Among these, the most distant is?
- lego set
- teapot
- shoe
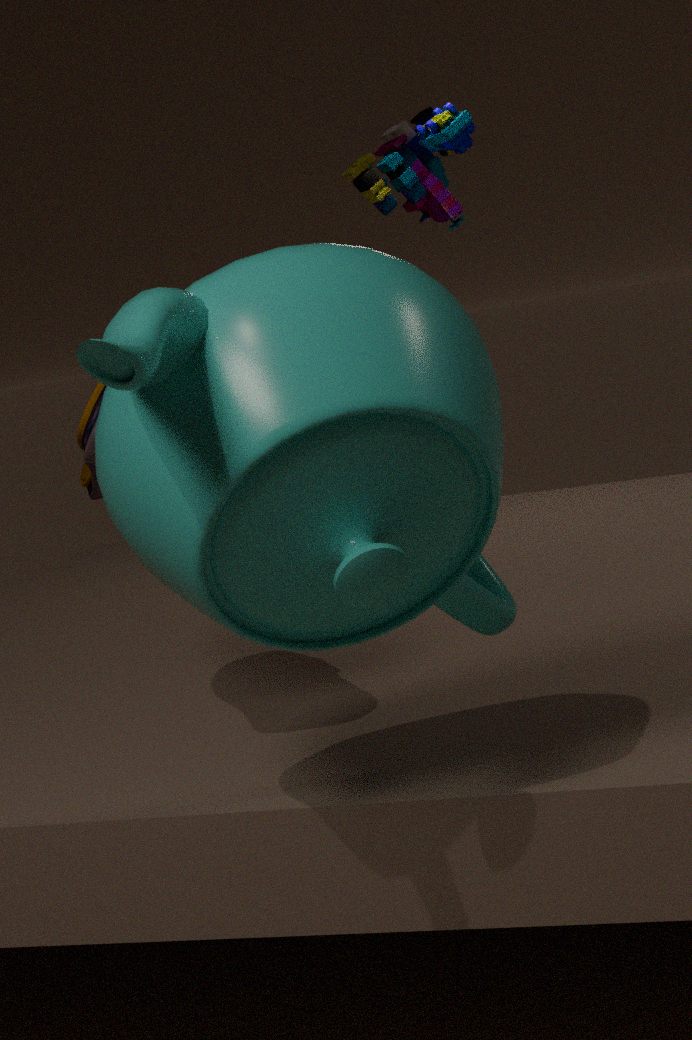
lego set
